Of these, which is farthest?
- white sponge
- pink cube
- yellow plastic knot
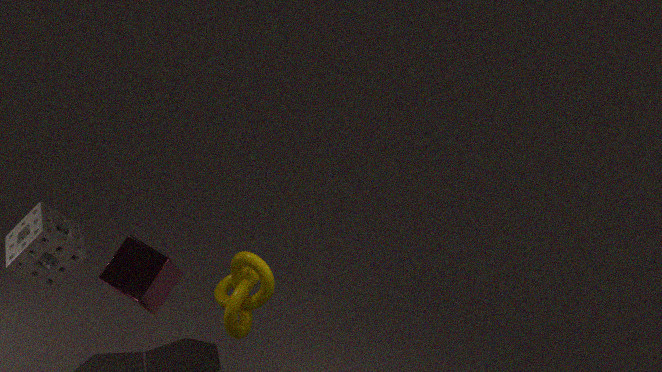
pink cube
